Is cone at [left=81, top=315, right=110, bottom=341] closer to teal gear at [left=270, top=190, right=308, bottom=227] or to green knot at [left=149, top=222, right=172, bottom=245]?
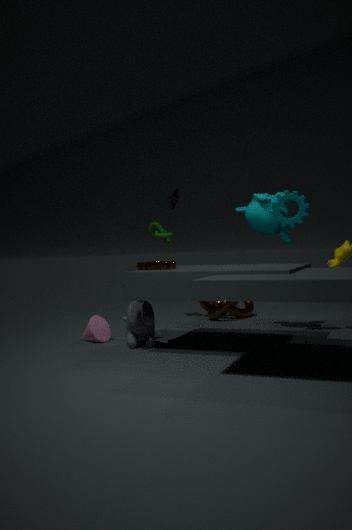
Answer: green knot at [left=149, top=222, right=172, bottom=245]
